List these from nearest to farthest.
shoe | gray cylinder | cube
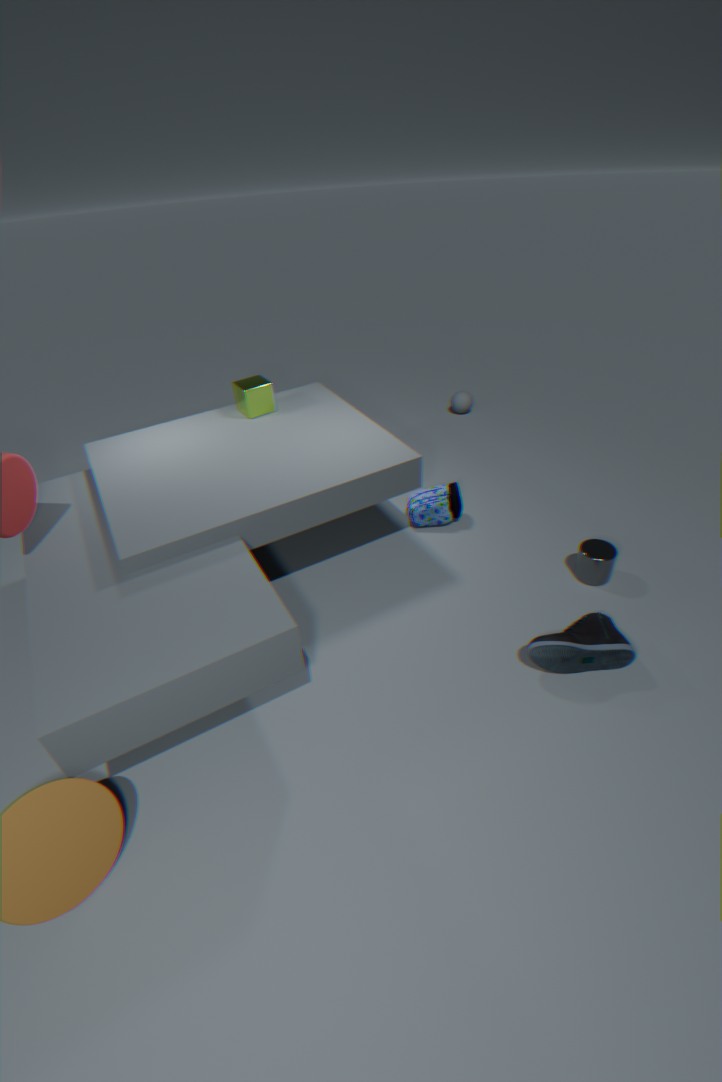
1. shoe
2. gray cylinder
3. cube
